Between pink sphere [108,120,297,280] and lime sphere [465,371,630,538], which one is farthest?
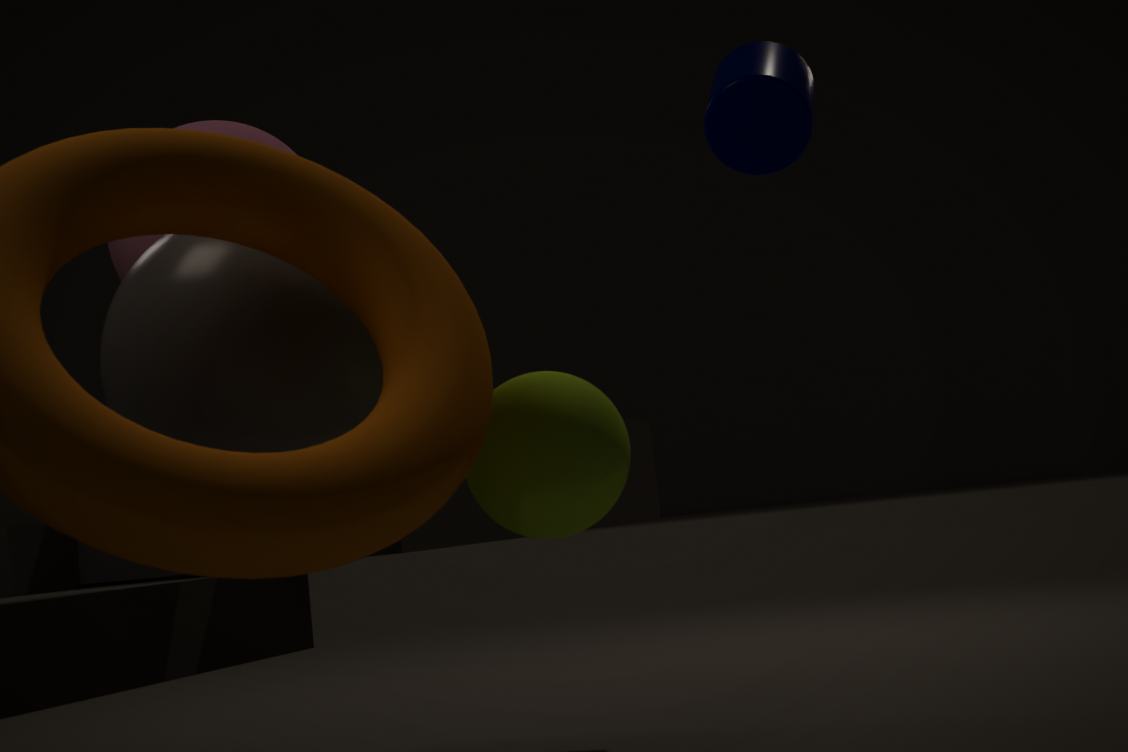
pink sphere [108,120,297,280]
